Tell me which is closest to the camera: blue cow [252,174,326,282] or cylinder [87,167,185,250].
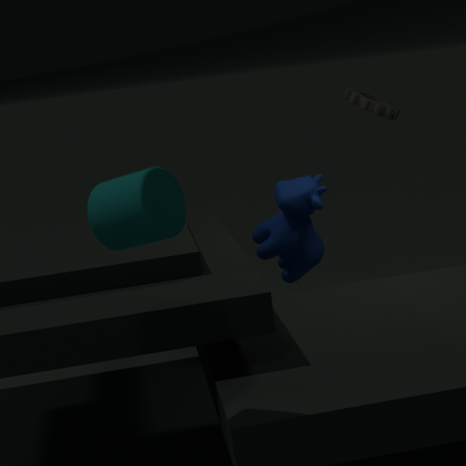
cylinder [87,167,185,250]
